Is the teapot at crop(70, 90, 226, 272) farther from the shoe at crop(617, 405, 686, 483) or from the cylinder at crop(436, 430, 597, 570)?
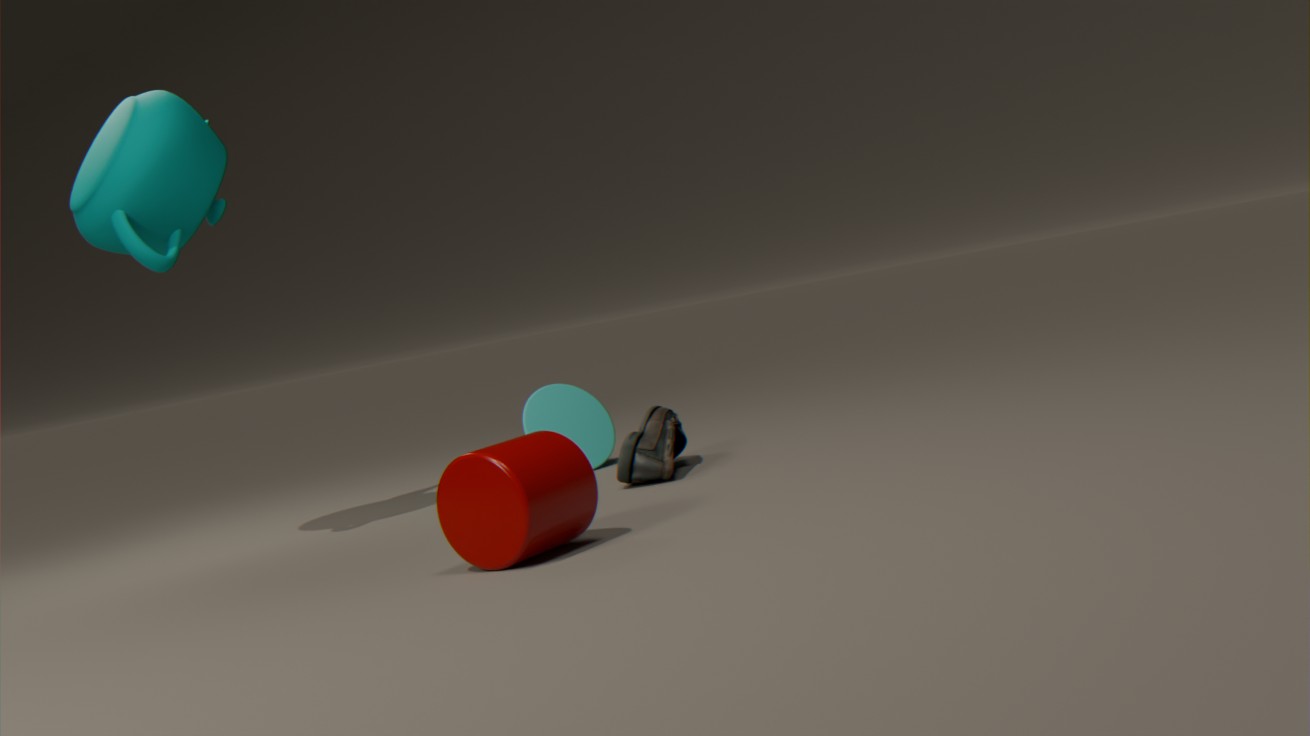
the shoe at crop(617, 405, 686, 483)
